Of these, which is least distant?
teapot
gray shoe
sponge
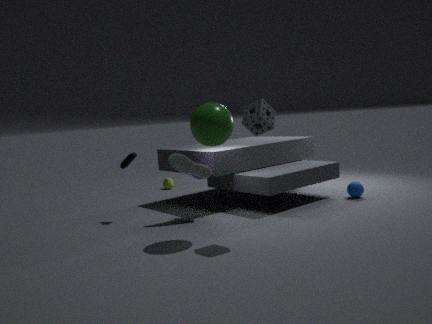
sponge
